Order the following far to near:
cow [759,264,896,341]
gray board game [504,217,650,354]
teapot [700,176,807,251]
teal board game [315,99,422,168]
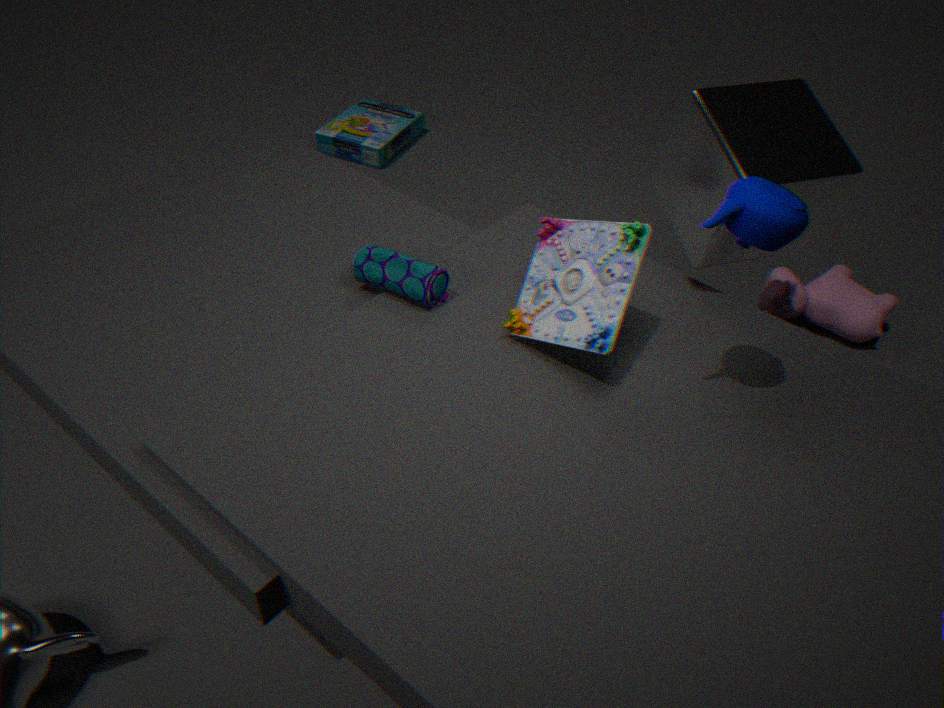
teal board game [315,99,422,168] < cow [759,264,896,341] < gray board game [504,217,650,354] < teapot [700,176,807,251]
